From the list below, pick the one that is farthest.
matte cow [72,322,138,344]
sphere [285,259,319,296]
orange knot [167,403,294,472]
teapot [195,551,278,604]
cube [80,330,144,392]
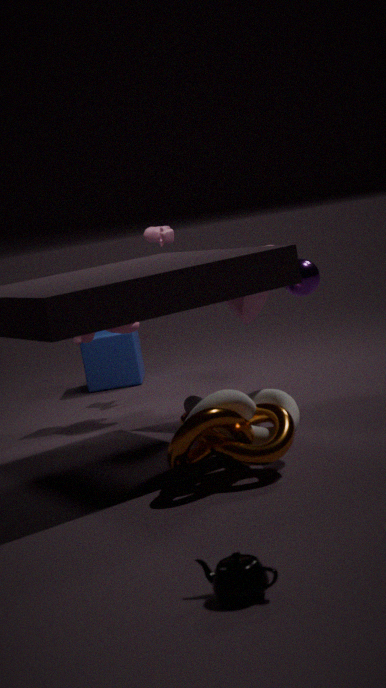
cube [80,330,144,392]
